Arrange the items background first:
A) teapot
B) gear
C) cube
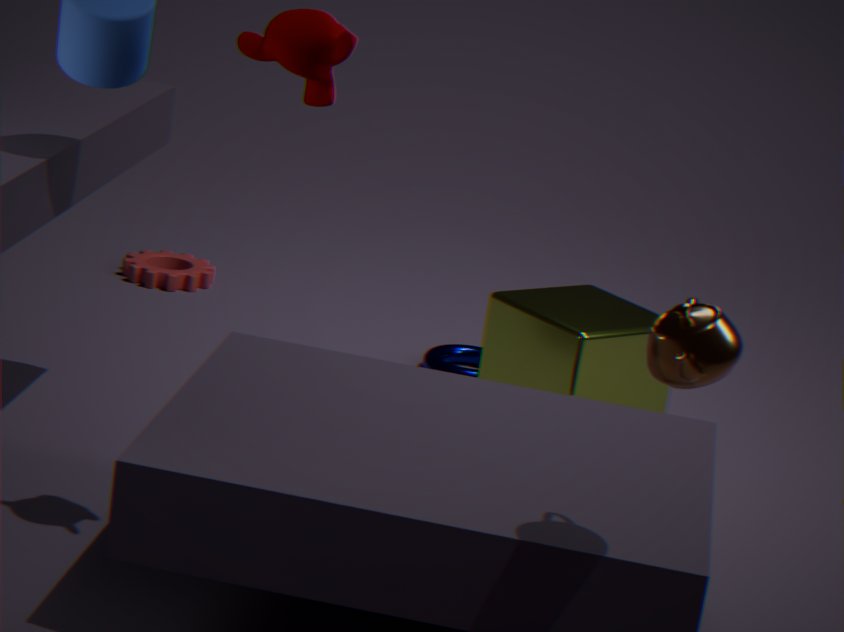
gear
cube
teapot
